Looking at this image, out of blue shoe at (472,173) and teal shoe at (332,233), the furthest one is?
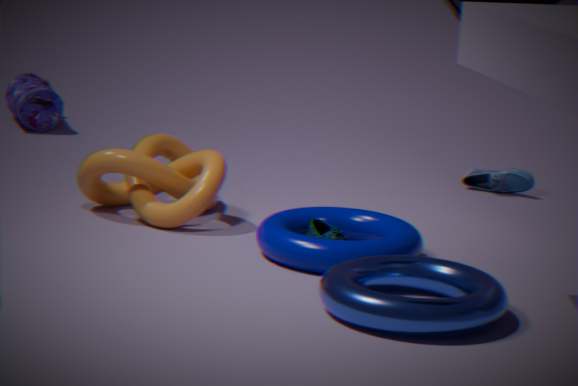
blue shoe at (472,173)
